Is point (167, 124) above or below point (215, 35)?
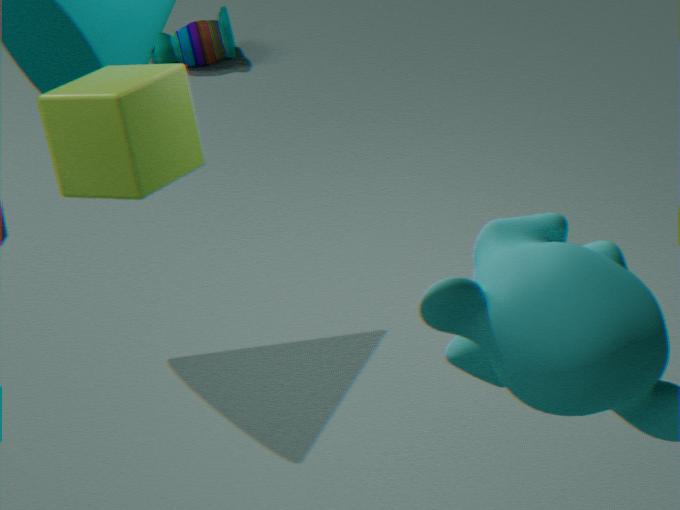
above
